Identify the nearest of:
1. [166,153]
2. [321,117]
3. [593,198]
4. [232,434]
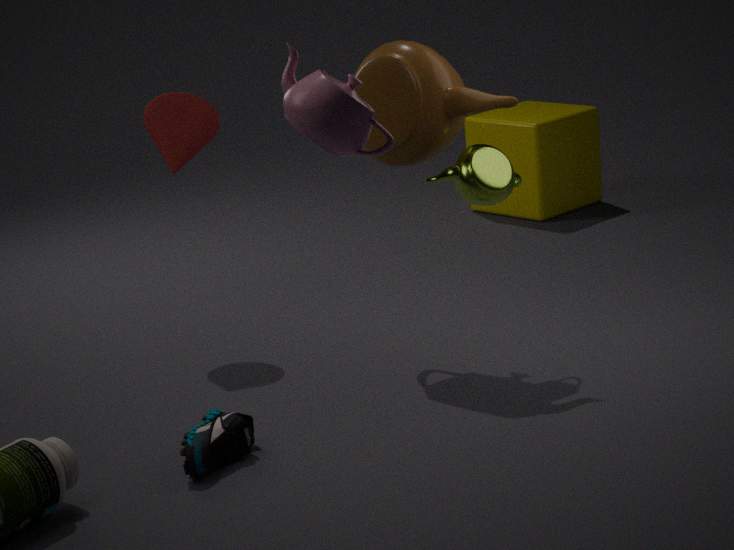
[321,117]
